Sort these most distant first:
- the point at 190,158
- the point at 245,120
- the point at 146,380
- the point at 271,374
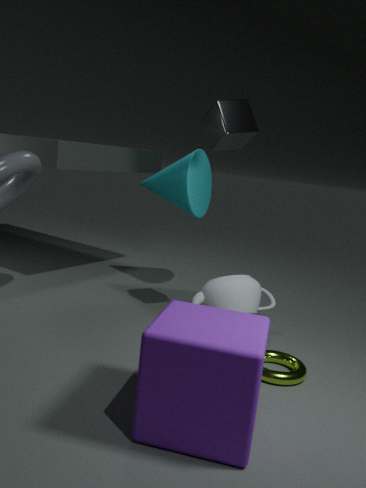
the point at 190,158, the point at 245,120, the point at 271,374, the point at 146,380
